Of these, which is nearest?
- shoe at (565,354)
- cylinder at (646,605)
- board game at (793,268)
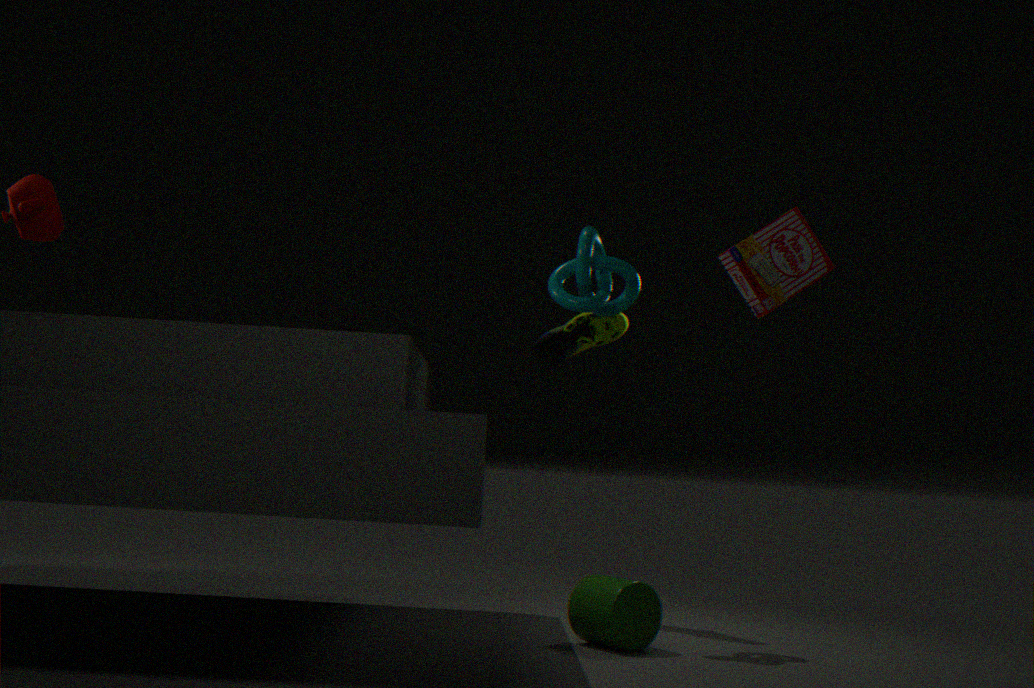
board game at (793,268)
